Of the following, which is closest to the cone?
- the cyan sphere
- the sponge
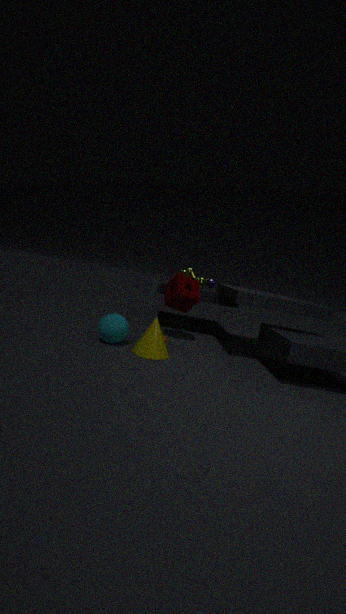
the cyan sphere
